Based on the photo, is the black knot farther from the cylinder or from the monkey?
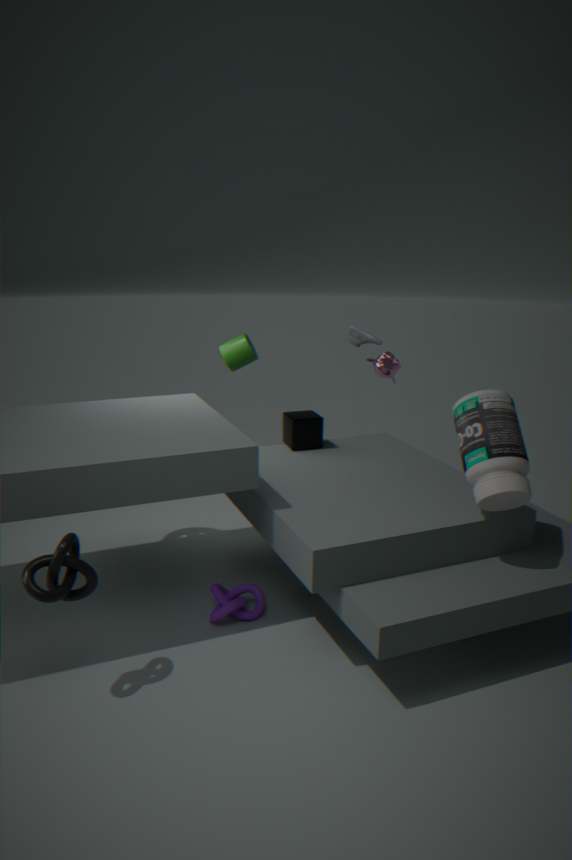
the monkey
